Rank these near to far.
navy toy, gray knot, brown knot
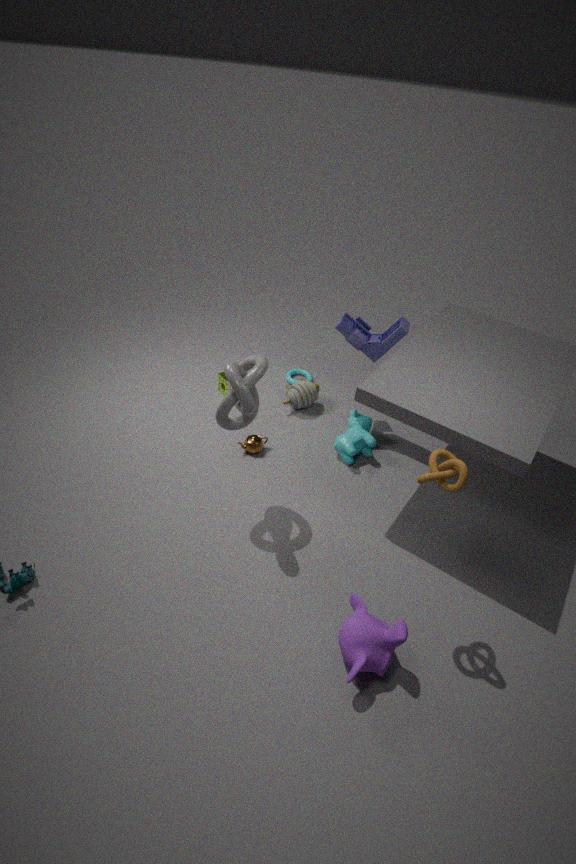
1. brown knot
2. gray knot
3. navy toy
